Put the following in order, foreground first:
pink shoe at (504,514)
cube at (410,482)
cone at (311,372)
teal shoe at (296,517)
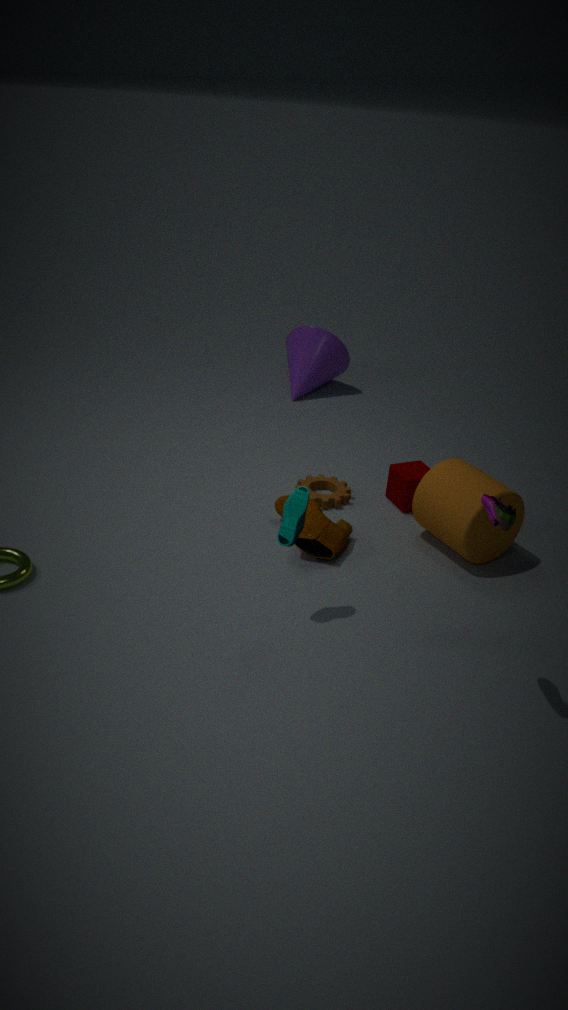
1. pink shoe at (504,514)
2. teal shoe at (296,517)
3. cube at (410,482)
4. cone at (311,372)
